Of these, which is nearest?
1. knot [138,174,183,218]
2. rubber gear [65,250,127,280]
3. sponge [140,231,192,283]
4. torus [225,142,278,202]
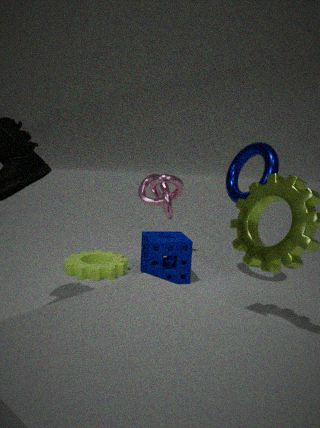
torus [225,142,278,202]
